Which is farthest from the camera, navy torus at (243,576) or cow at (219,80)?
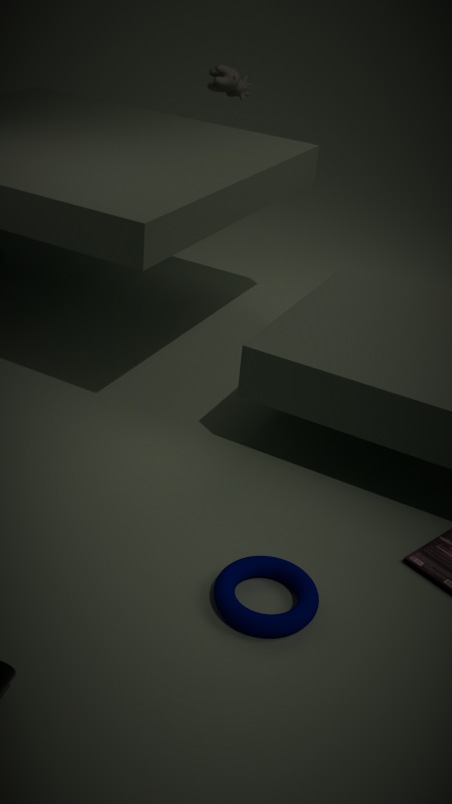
cow at (219,80)
